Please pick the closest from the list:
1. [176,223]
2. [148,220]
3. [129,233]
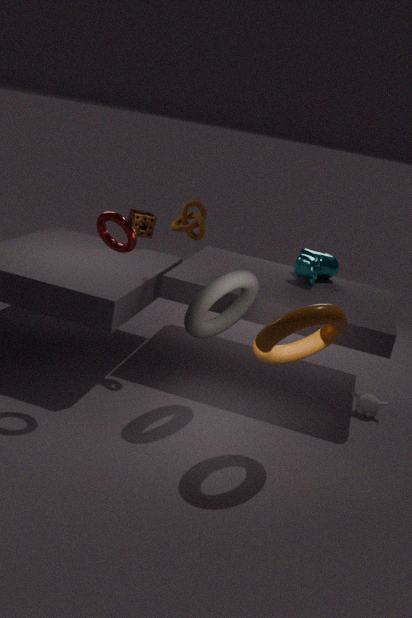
[129,233]
